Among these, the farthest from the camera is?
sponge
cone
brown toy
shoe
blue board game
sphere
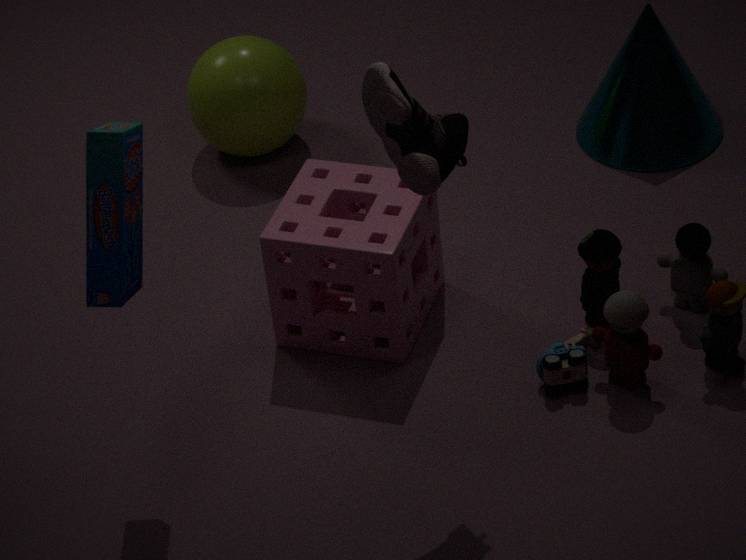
sphere
